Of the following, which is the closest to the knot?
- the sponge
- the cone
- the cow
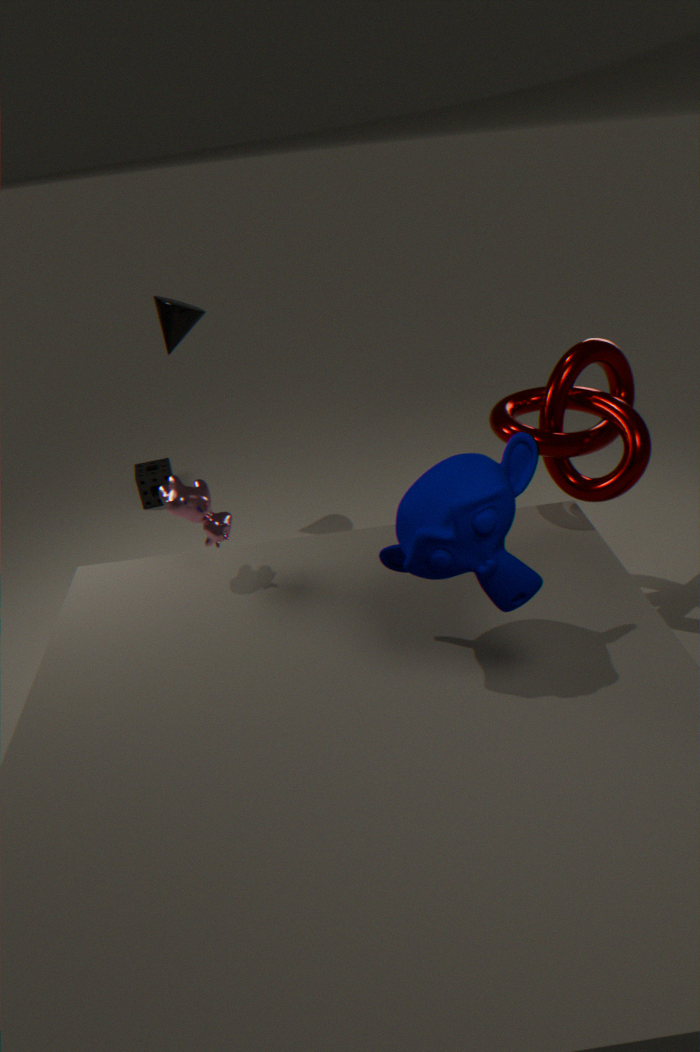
the cow
